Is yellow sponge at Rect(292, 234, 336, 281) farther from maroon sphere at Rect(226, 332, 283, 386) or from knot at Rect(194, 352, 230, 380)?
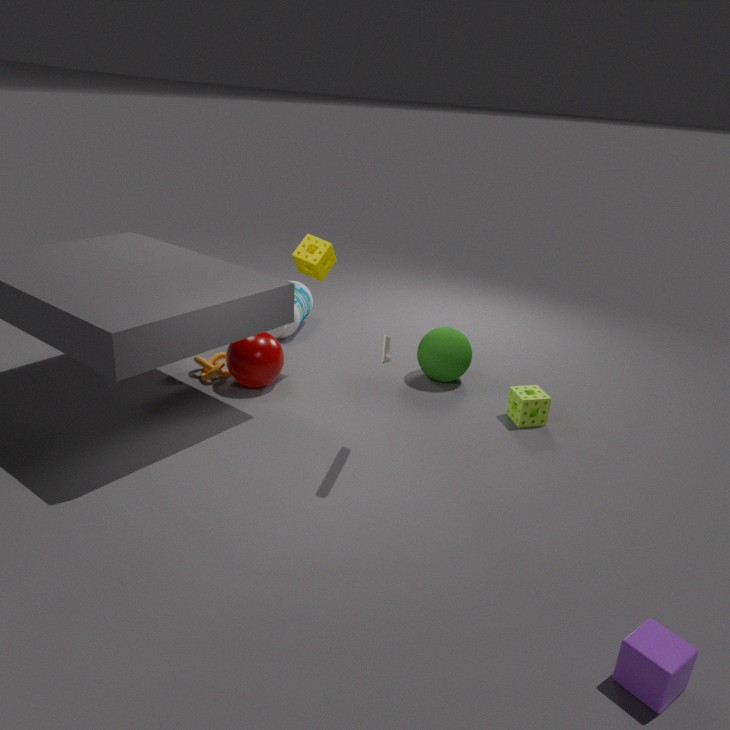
knot at Rect(194, 352, 230, 380)
